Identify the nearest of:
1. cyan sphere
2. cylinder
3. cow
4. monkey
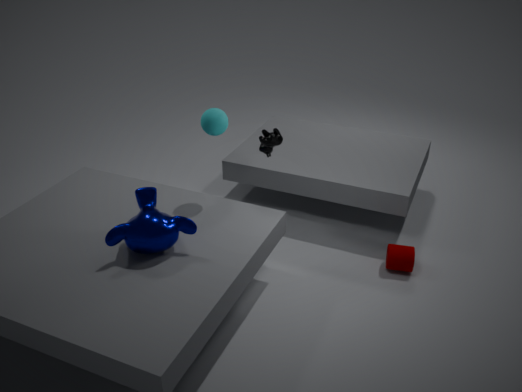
monkey
